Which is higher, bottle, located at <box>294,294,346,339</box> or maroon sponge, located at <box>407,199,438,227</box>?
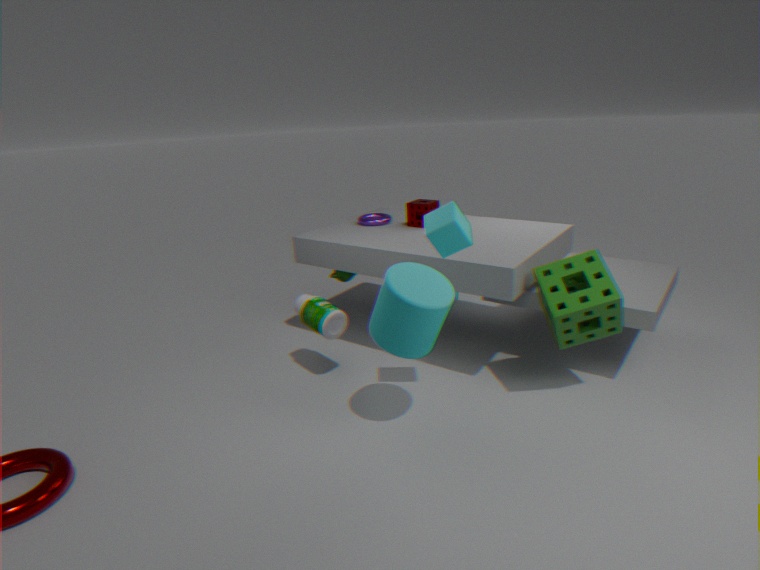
maroon sponge, located at <box>407,199,438,227</box>
